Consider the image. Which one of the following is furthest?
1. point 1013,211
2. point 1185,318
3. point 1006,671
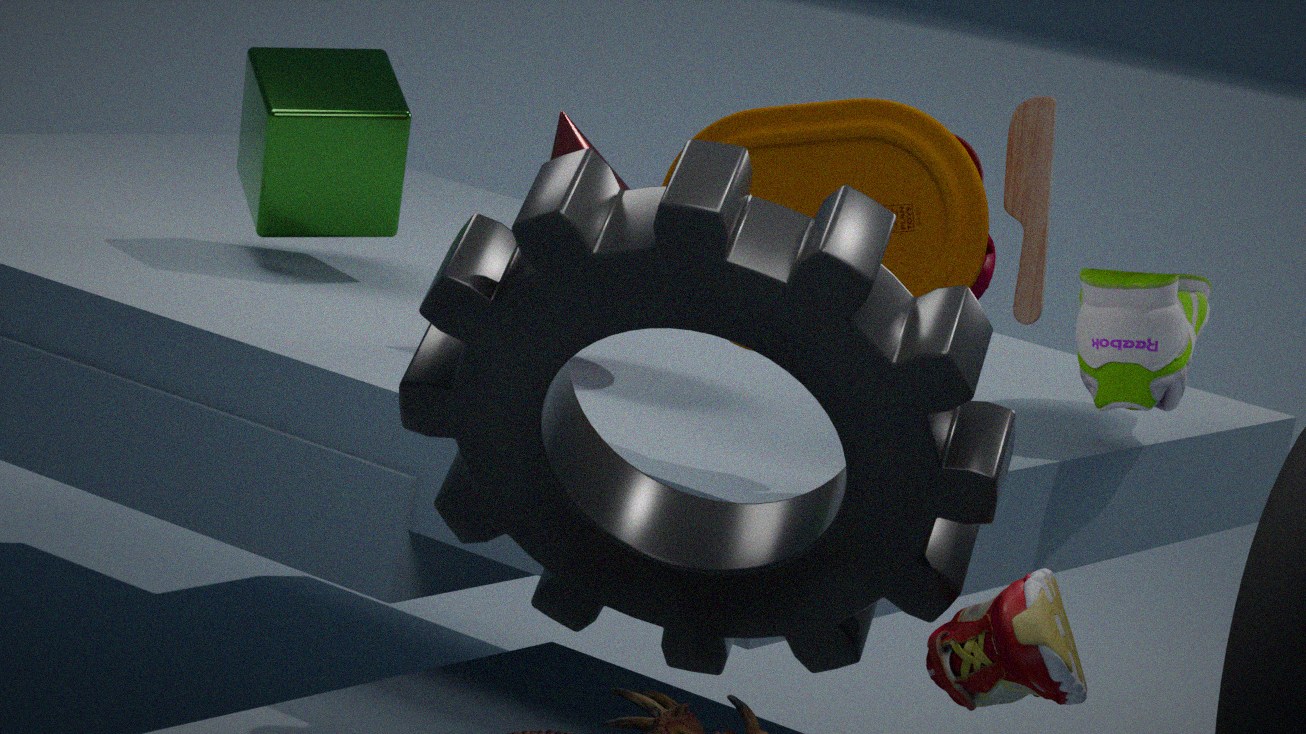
point 1185,318
